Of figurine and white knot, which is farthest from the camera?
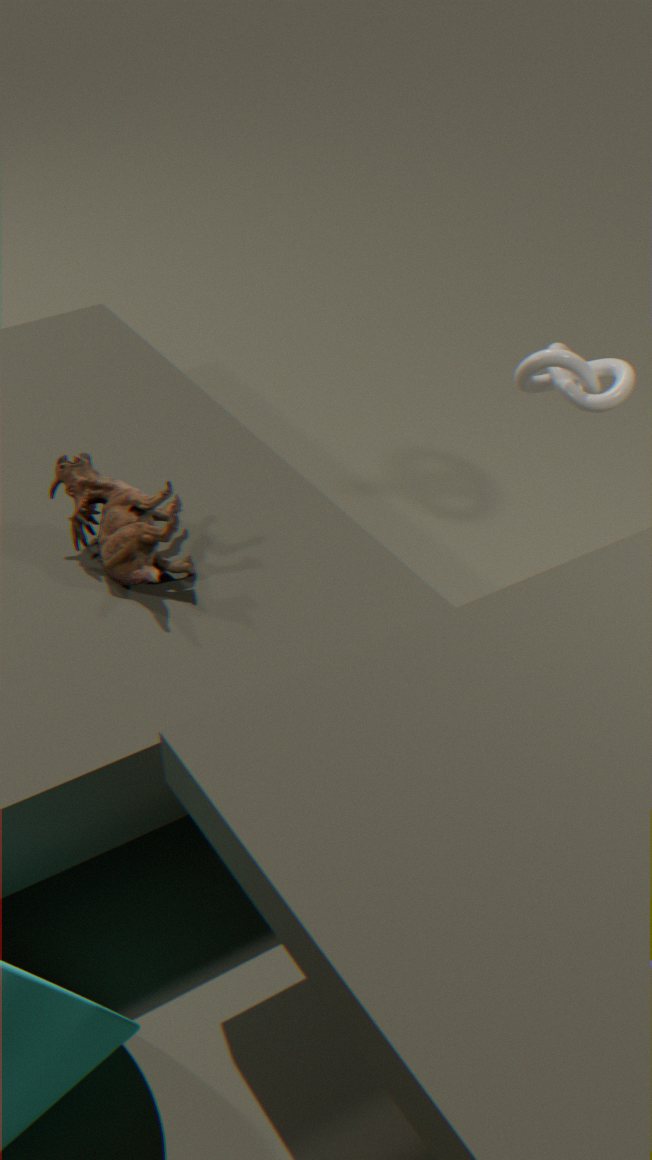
white knot
